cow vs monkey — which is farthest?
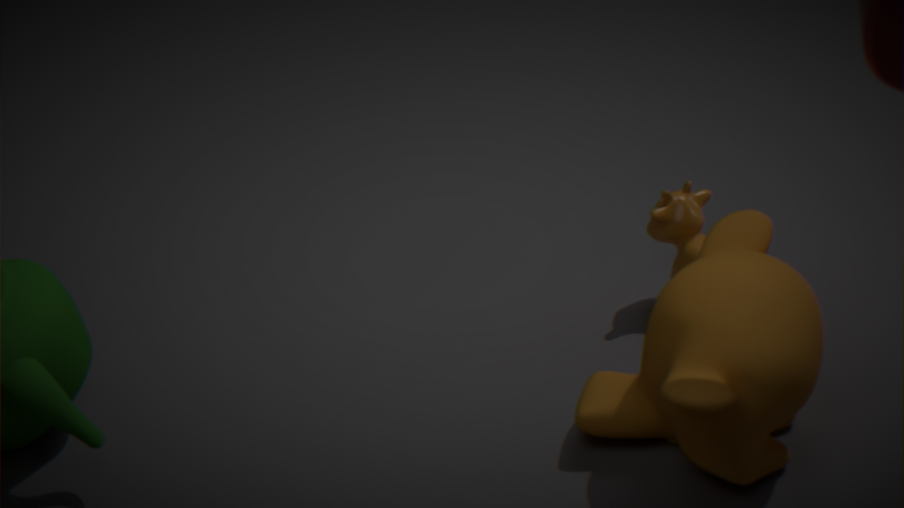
cow
